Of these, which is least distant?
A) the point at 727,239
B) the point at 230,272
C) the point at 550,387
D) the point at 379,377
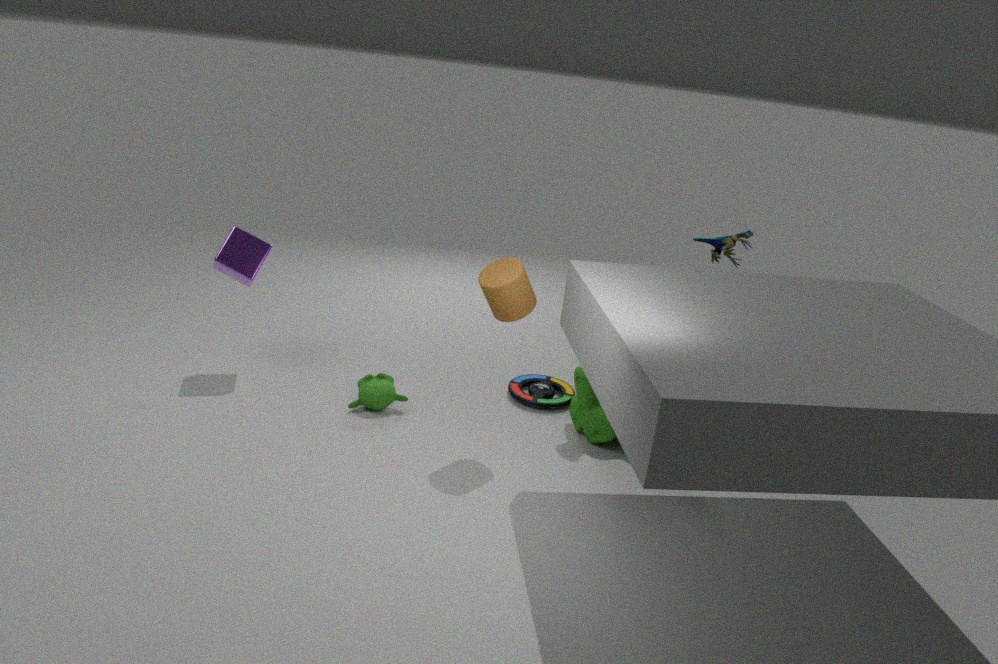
the point at 727,239
